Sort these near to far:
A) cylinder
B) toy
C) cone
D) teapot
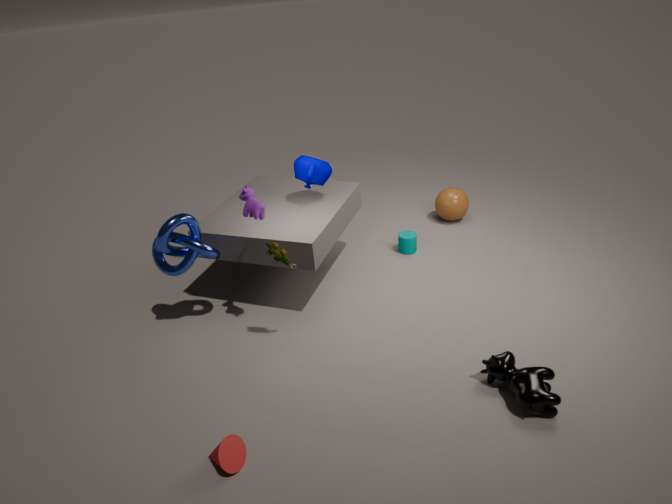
cone, toy, teapot, cylinder
